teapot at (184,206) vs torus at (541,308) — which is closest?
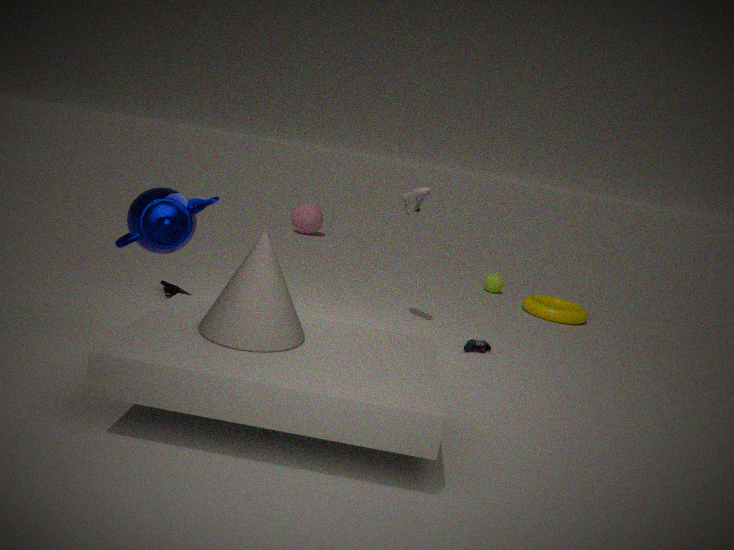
teapot at (184,206)
